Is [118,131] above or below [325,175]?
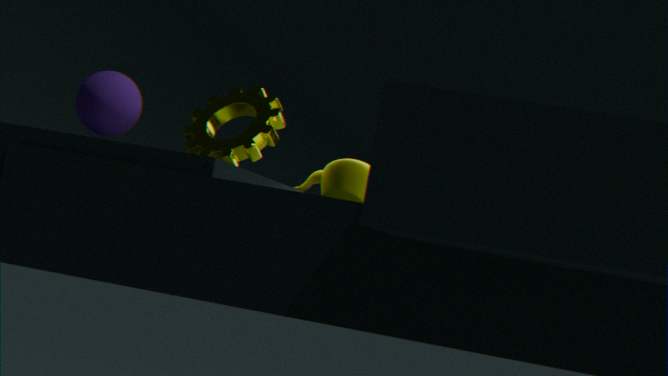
above
